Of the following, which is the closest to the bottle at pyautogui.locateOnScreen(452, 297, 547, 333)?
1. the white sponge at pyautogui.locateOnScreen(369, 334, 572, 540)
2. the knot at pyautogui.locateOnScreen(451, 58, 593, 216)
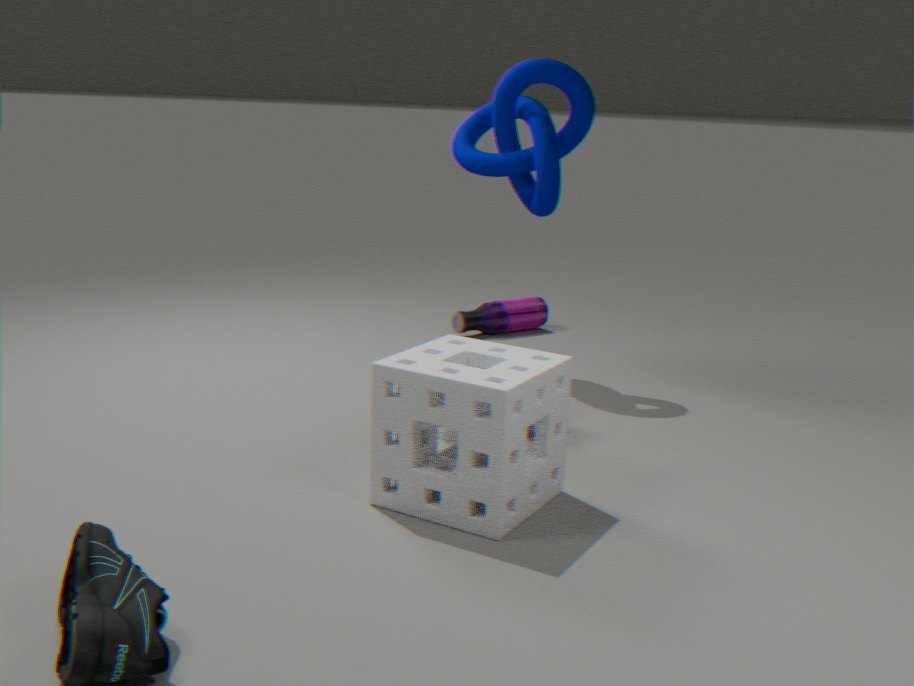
the knot at pyautogui.locateOnScreen(451, 58, 593, 216)
